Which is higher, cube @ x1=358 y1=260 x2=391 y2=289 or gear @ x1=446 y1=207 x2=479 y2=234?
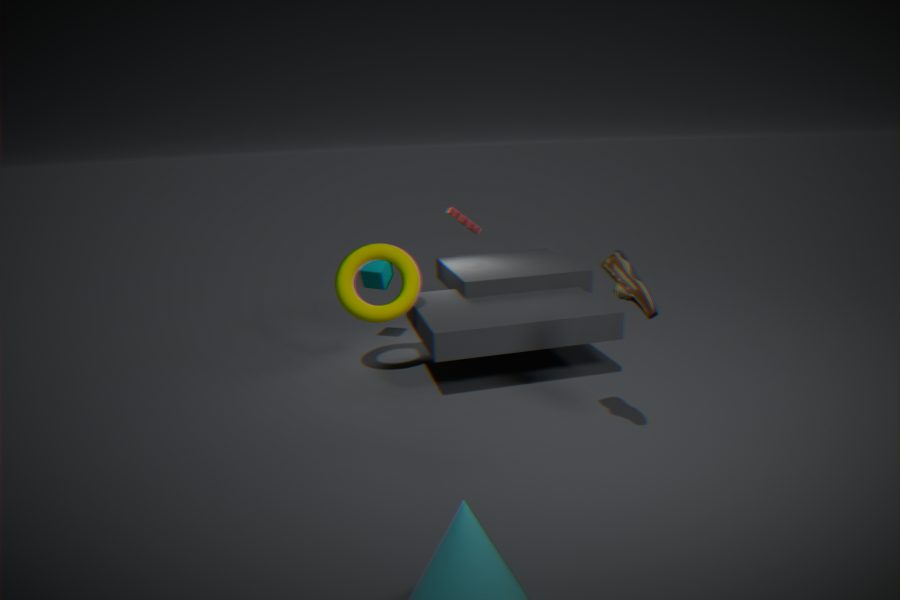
gear @ x1=446 y1=207 x2=479 y2=234
